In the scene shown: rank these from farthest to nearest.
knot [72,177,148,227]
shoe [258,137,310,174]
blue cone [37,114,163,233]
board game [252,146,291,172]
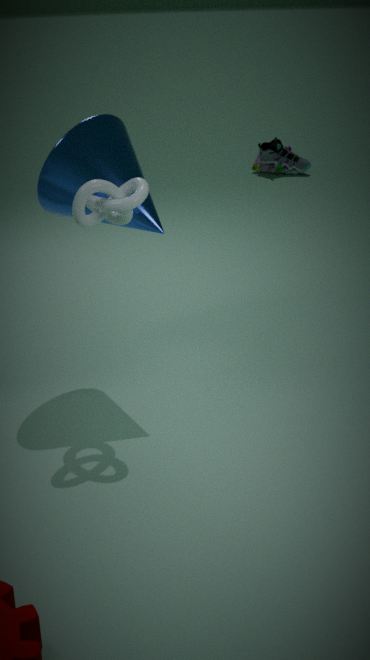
board game [252,146,291,172], shoe [258,137,310,174], blue cone [37,114,163,233], knot [72,177,148,227]
